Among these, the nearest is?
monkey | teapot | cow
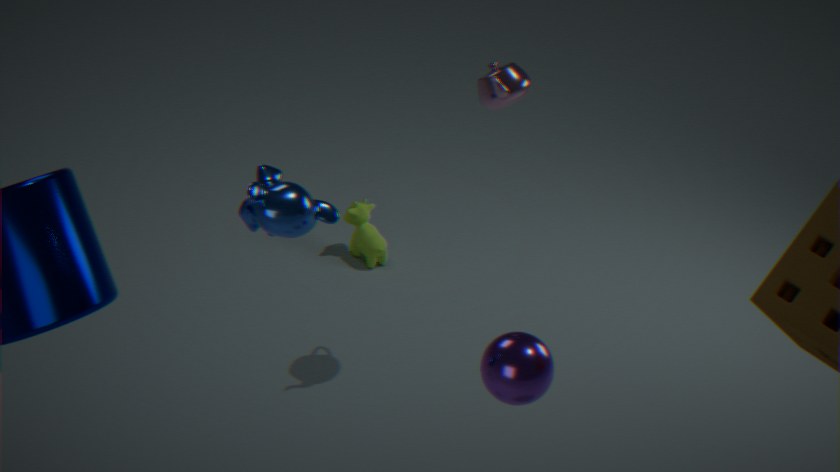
monkey
